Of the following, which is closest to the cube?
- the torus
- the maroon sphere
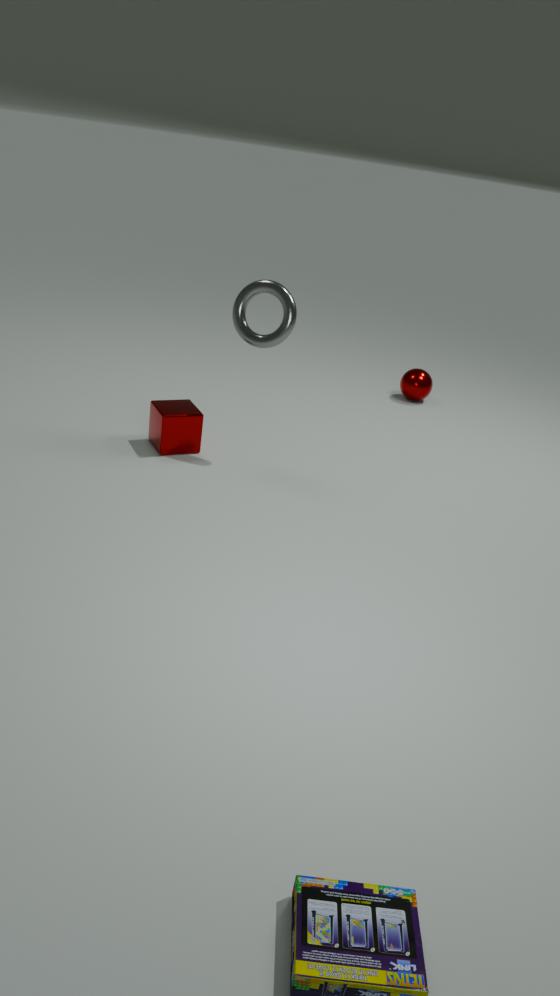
the torus
